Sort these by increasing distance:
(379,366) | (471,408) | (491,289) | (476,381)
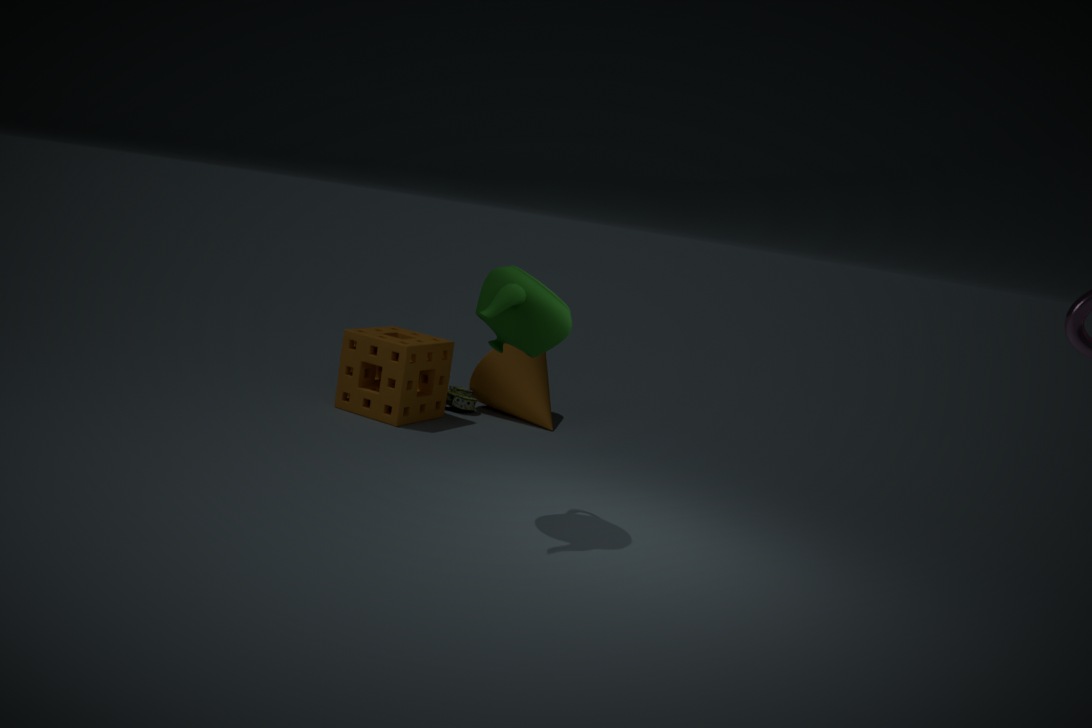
(491,289)
(379,366)
(471,408)
(476,381)
